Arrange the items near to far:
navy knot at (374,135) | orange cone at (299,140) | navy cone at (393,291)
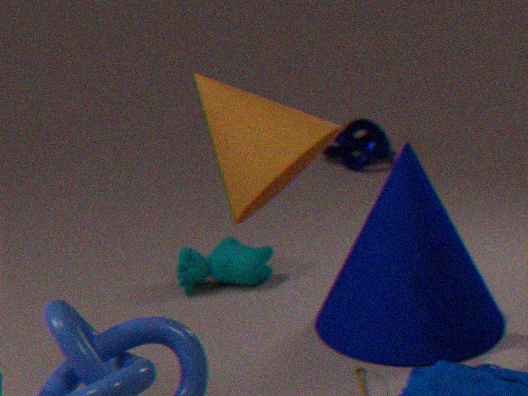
orange cone at (299,140) < navy cone at (393,291) < navy knot at (374,135)
